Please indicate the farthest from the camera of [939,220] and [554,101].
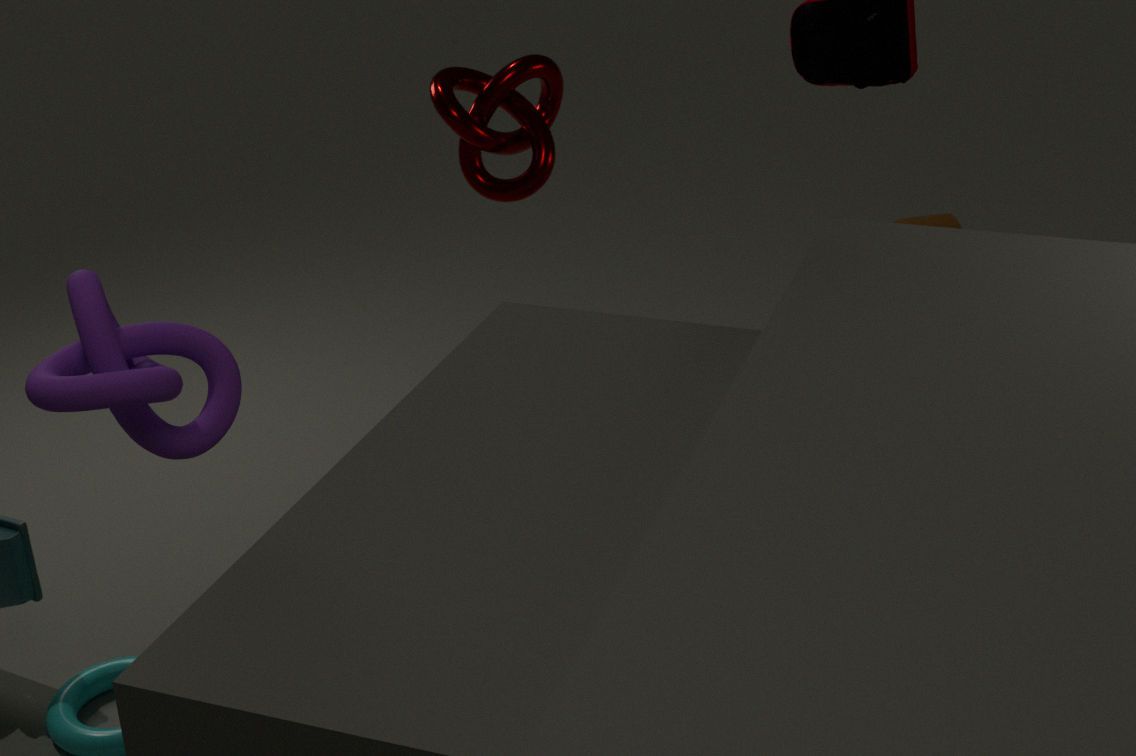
[939,220]
